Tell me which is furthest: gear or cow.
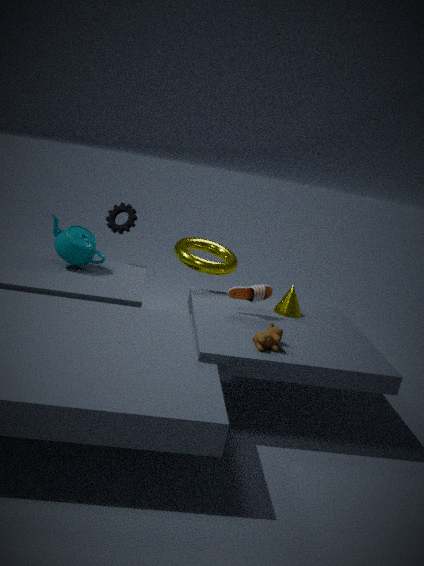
gear
